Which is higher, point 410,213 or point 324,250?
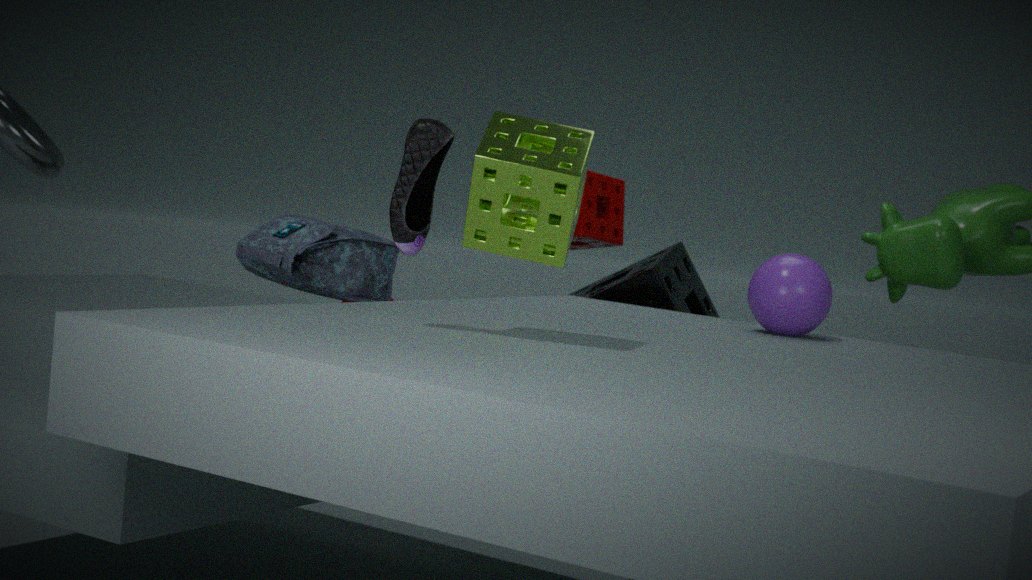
point 410,213
